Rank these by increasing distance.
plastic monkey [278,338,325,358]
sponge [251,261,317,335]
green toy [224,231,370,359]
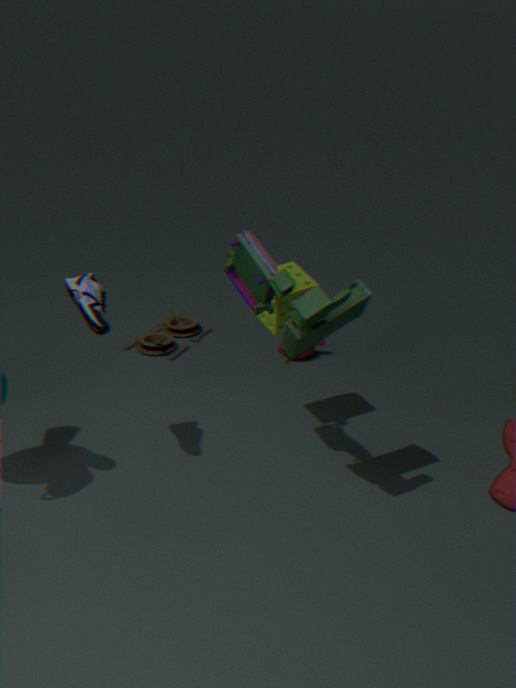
green toy [224,231,370,359], sponge [251,261,317,335], plastic monkey [278,338,325,358]
